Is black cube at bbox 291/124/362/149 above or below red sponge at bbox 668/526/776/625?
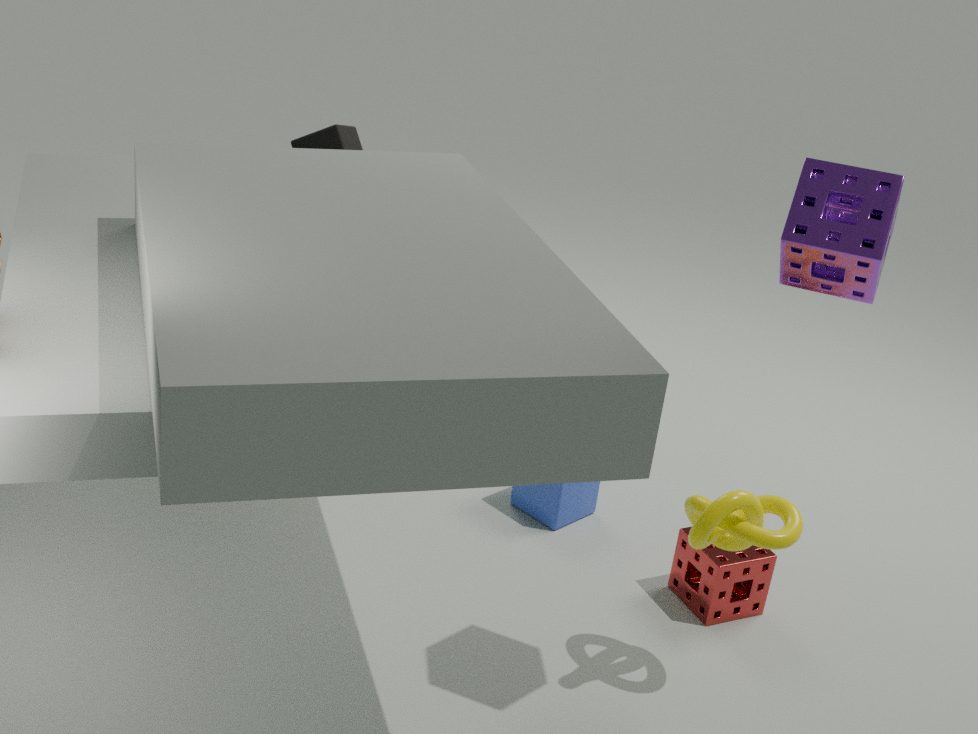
above
